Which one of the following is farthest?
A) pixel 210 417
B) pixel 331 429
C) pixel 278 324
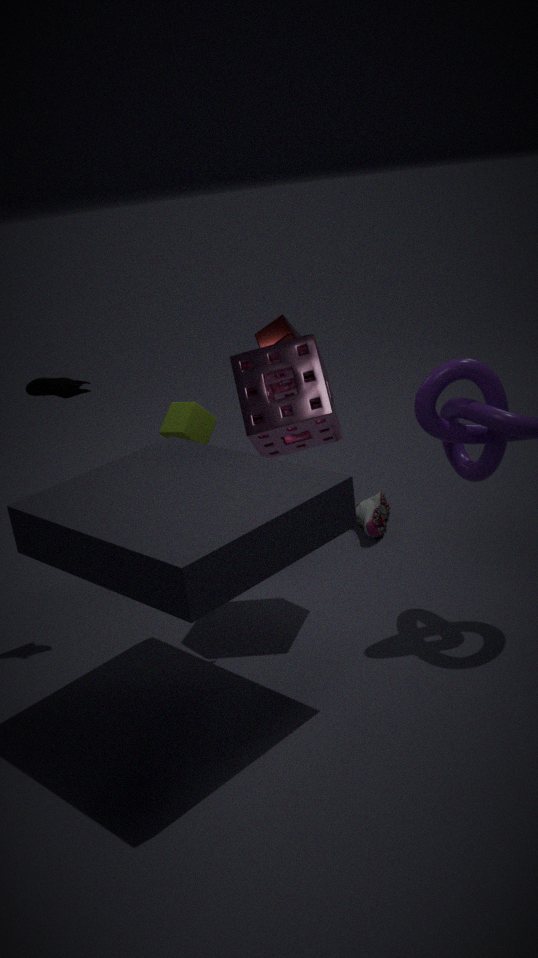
pixel 278 324
